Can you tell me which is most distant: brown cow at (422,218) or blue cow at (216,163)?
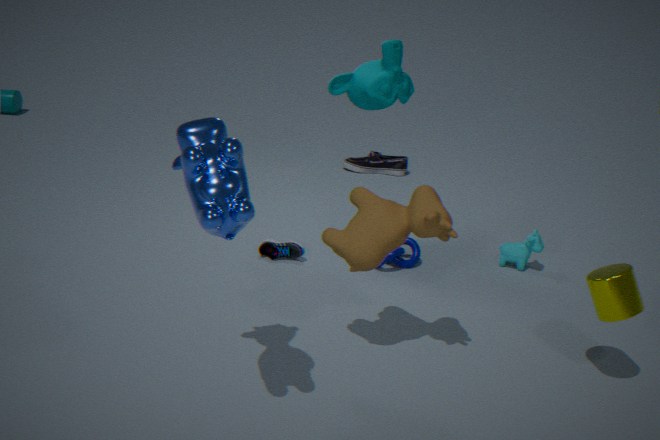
brown cow at (422,218)
